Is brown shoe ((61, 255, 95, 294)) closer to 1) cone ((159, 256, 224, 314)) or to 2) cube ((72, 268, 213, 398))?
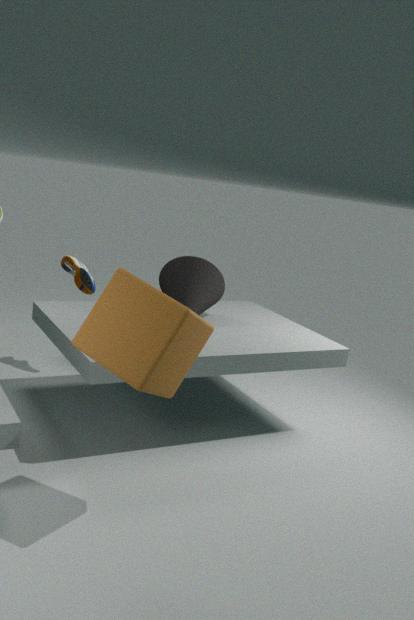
1) cone ((159, 256, 224, 314))
